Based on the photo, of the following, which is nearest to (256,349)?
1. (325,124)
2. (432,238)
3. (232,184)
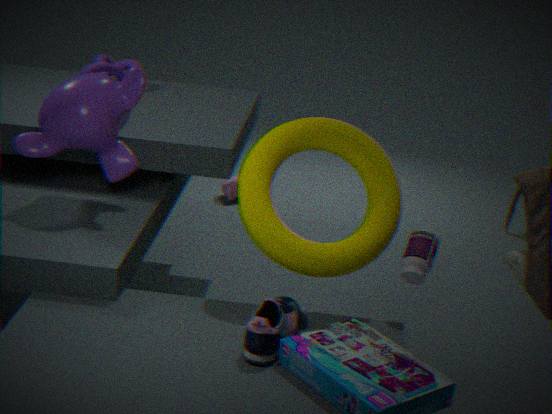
(325,124)
